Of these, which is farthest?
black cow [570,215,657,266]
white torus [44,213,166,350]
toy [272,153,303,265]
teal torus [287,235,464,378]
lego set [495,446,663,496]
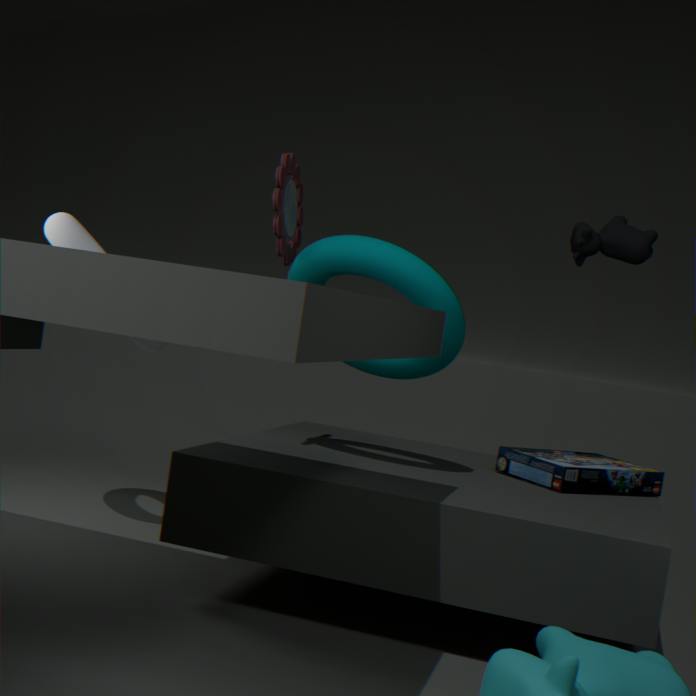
white torus [44,213,166,350]
